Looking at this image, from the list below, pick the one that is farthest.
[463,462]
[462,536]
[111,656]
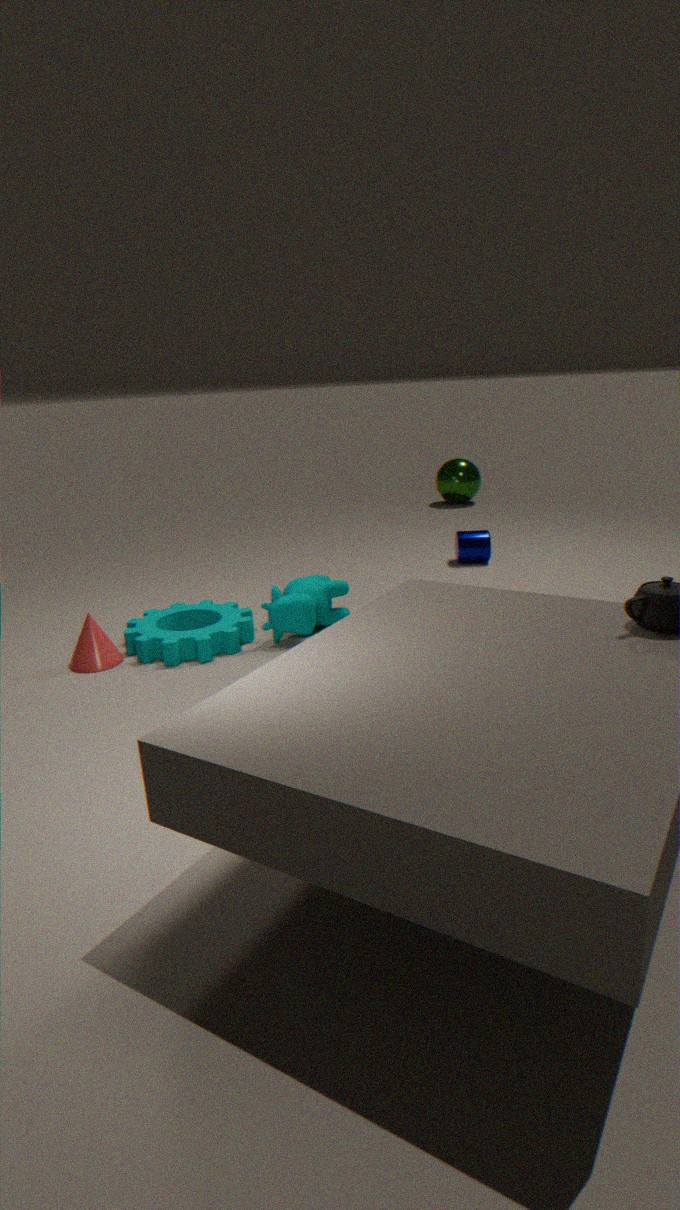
[463,462]
